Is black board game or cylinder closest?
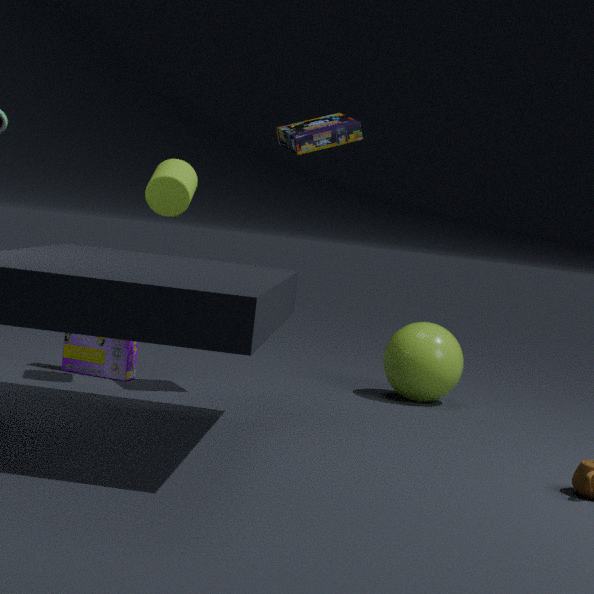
black board game
